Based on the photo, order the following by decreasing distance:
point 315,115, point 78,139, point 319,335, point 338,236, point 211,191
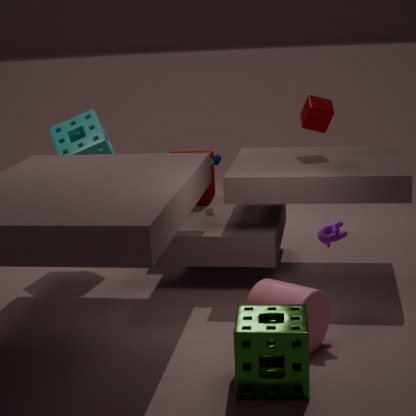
point 211,191, point 78,139, point 315,115, point 338,236, point 319,335
